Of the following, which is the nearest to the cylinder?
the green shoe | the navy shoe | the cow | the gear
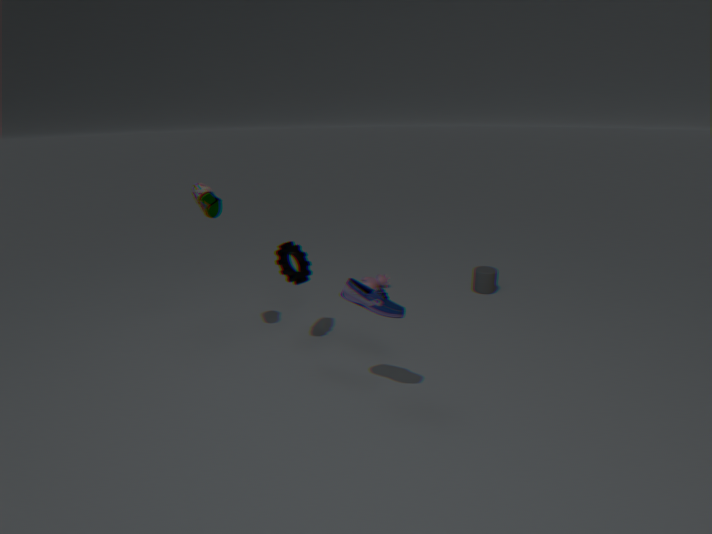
the cow
